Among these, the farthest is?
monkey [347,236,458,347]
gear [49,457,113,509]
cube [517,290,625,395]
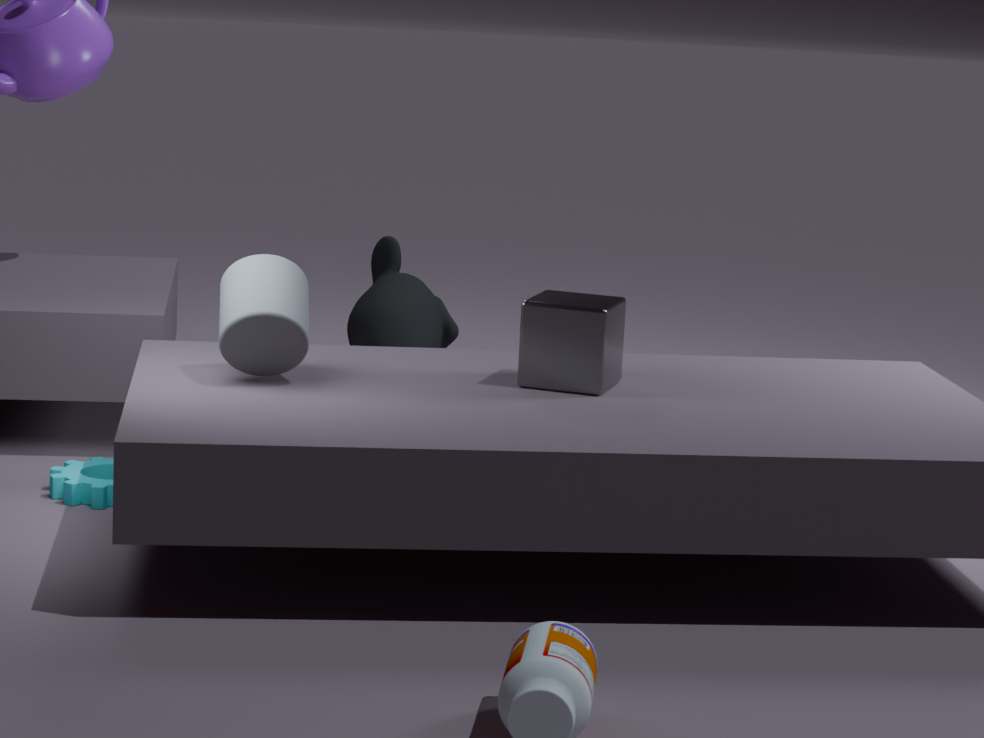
monkey [347,236,458,347]
